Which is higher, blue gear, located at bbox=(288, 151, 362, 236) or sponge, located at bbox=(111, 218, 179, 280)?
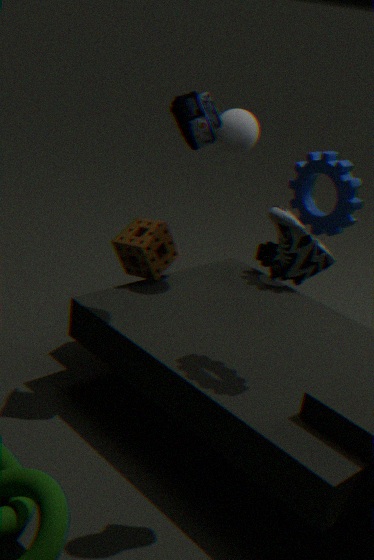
blue gear, located at bbox=(288, 151, 362, 236)
